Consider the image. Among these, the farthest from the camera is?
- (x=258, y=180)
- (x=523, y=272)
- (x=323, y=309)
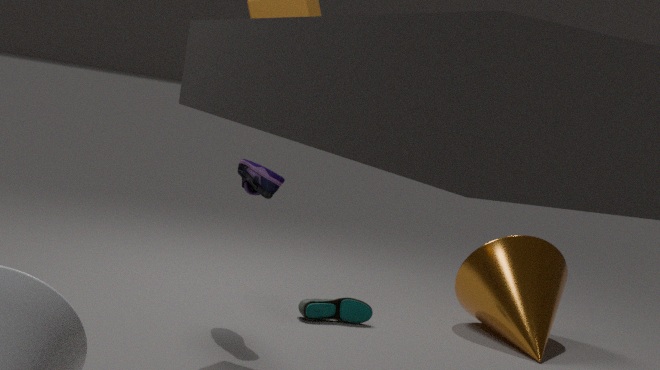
(x=523, y=272)
